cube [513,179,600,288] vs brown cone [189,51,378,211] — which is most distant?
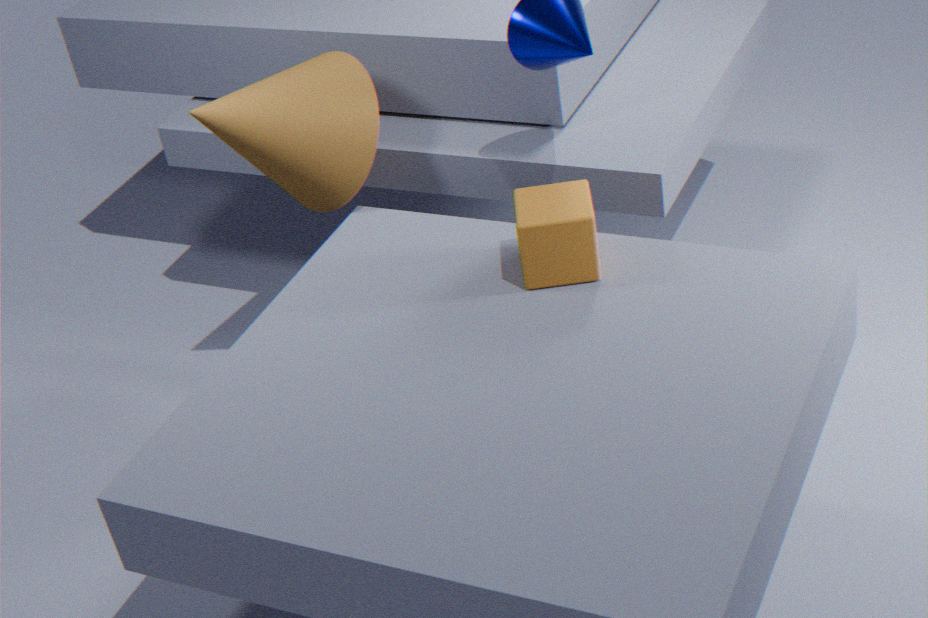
brown cone [189,51,378,211]
